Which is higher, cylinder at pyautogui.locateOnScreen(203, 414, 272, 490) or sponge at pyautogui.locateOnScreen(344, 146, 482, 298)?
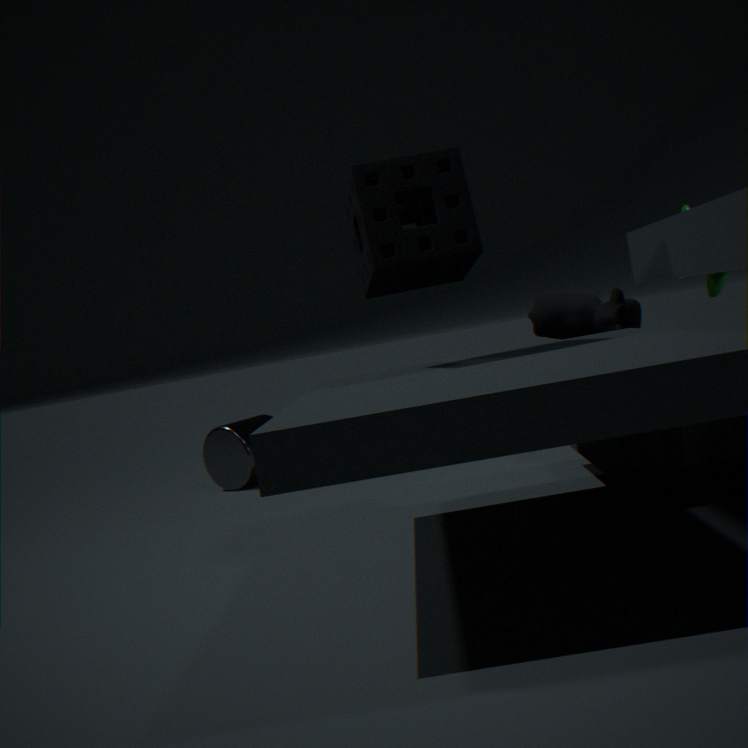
sponge at pyautogui.locateOnScreen(344, 146, 482, 298)
